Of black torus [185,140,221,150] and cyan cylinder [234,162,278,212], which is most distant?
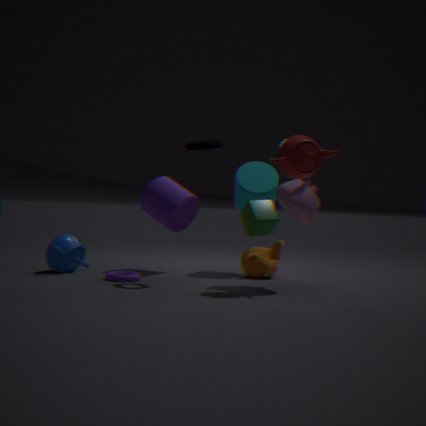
cyan cylinder [234,162,278,212]
